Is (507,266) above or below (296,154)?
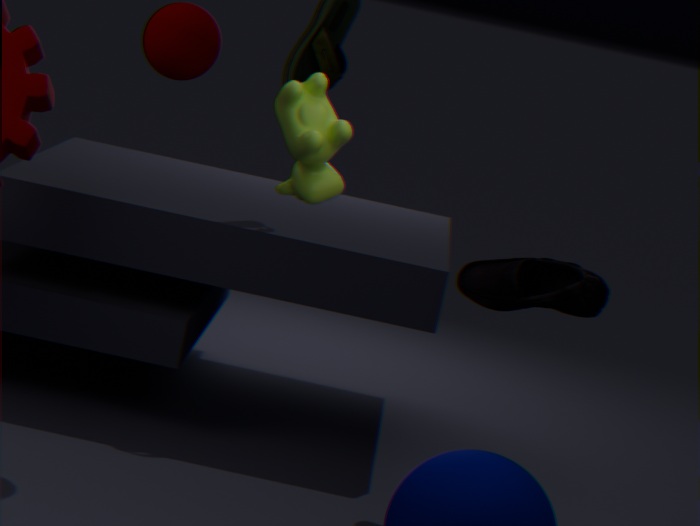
below
